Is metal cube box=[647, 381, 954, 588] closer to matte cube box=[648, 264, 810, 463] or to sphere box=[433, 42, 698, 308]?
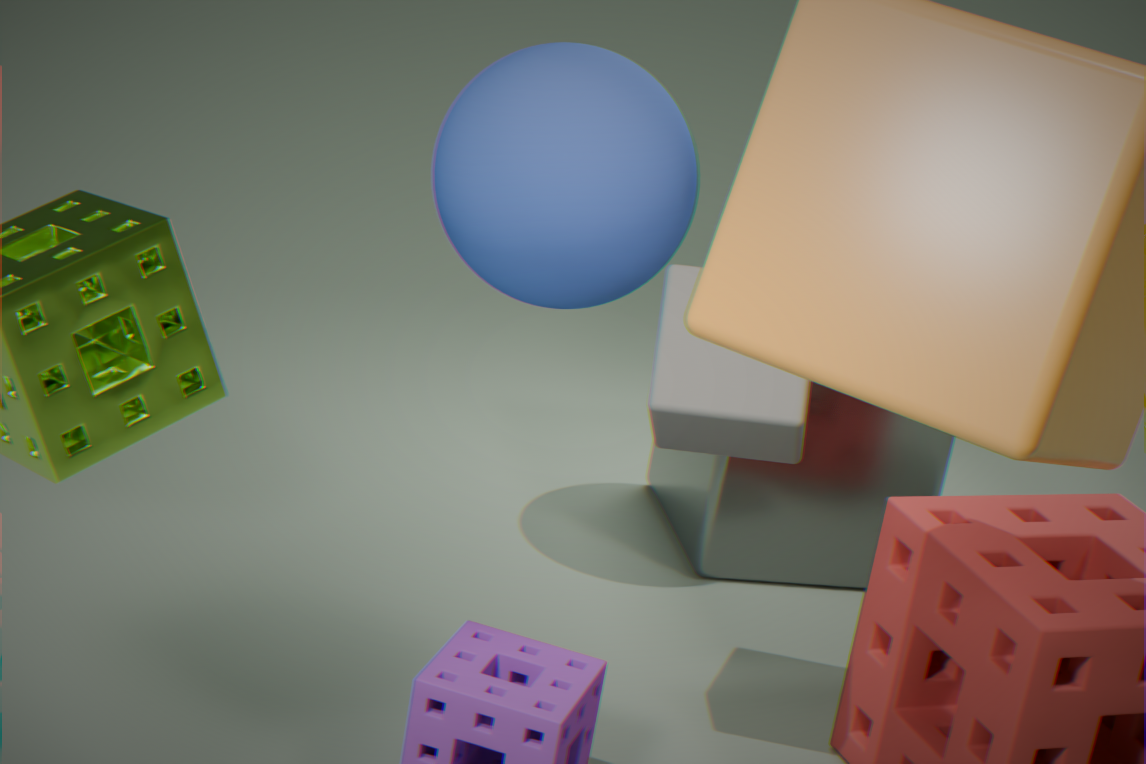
sphere box=[433, 42, 698, 308]
